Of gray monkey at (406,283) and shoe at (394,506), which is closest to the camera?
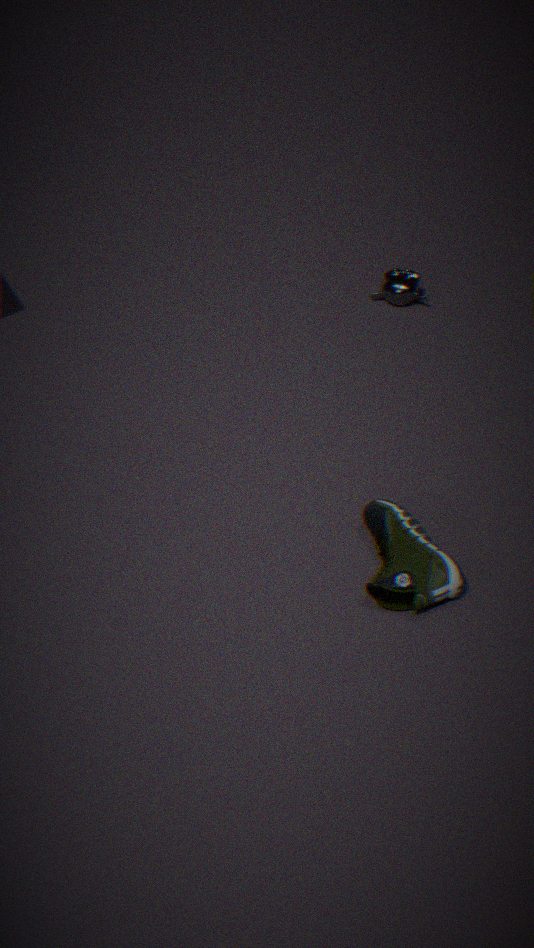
shoe at (394,506)
